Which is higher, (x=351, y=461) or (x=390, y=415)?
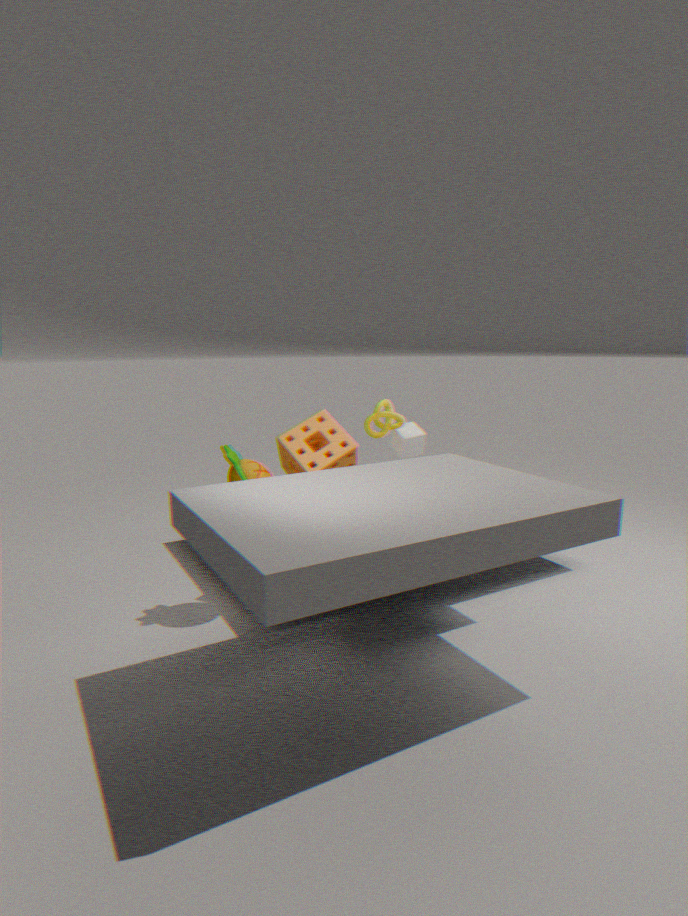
(x=390, y=415)
